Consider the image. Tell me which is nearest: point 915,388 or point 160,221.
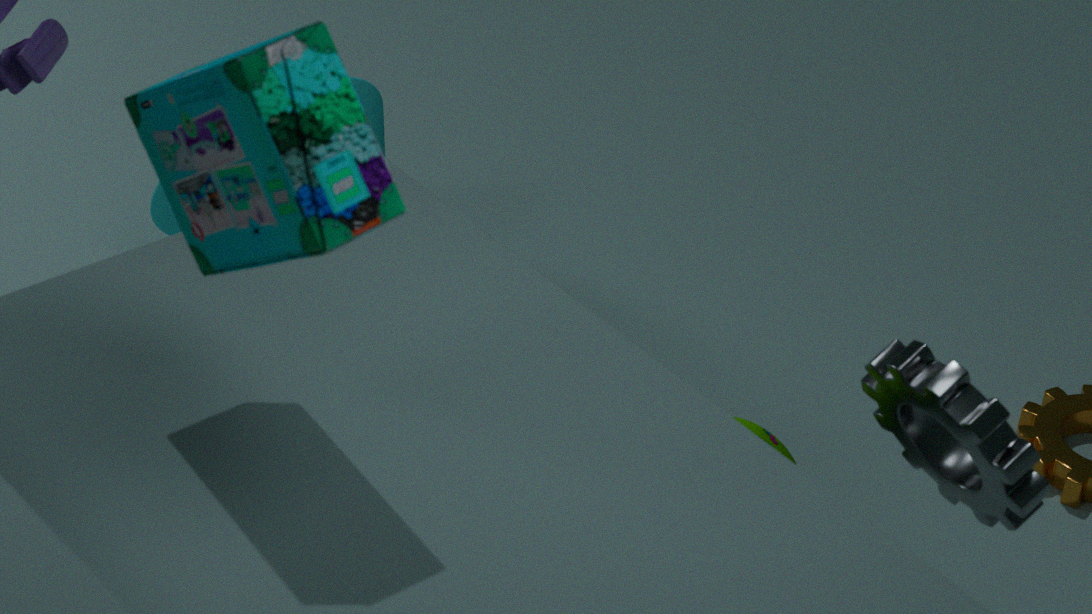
point 915,388
